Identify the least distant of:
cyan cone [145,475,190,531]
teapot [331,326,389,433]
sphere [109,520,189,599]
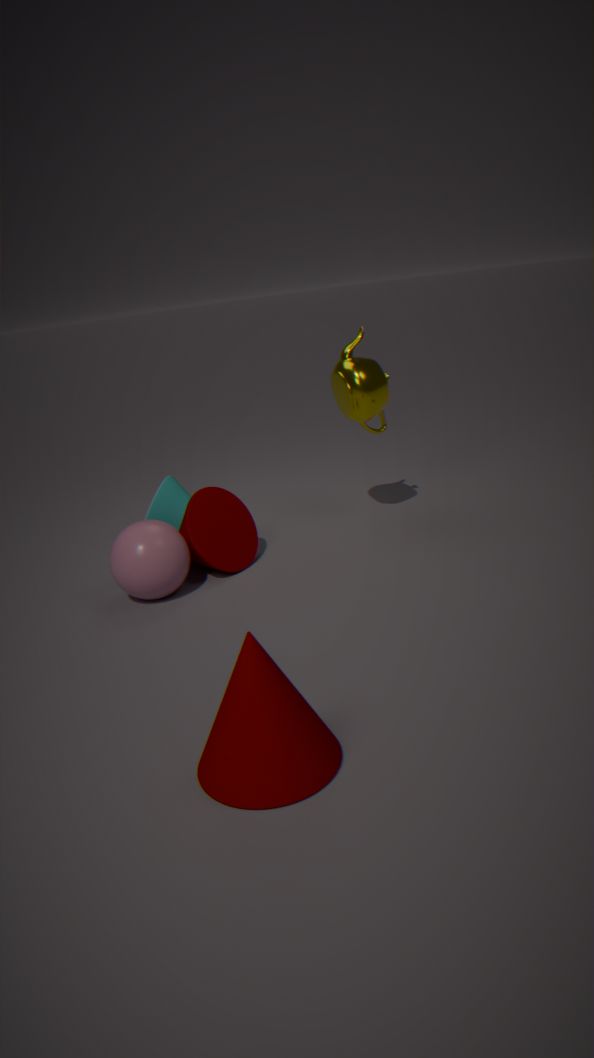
sphere [109,520,189,599]
